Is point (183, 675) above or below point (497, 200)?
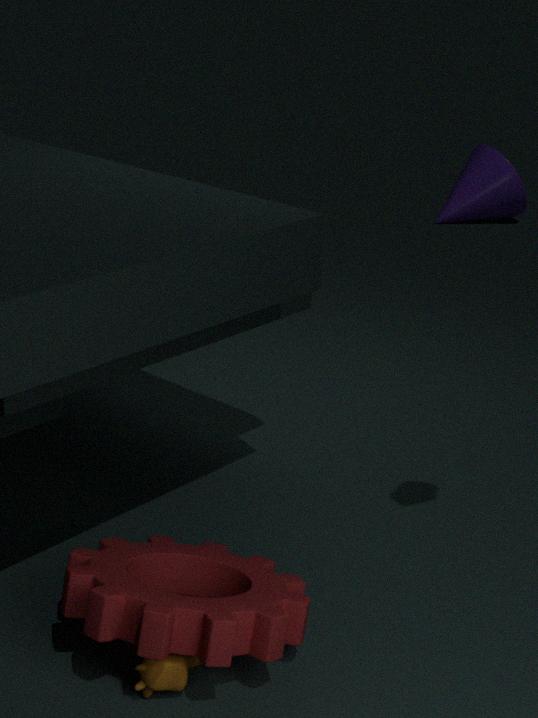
below
